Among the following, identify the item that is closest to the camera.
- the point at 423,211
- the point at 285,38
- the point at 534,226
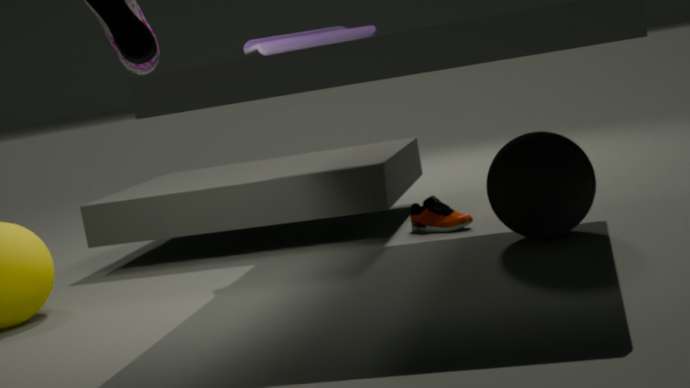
the point at 534,226
